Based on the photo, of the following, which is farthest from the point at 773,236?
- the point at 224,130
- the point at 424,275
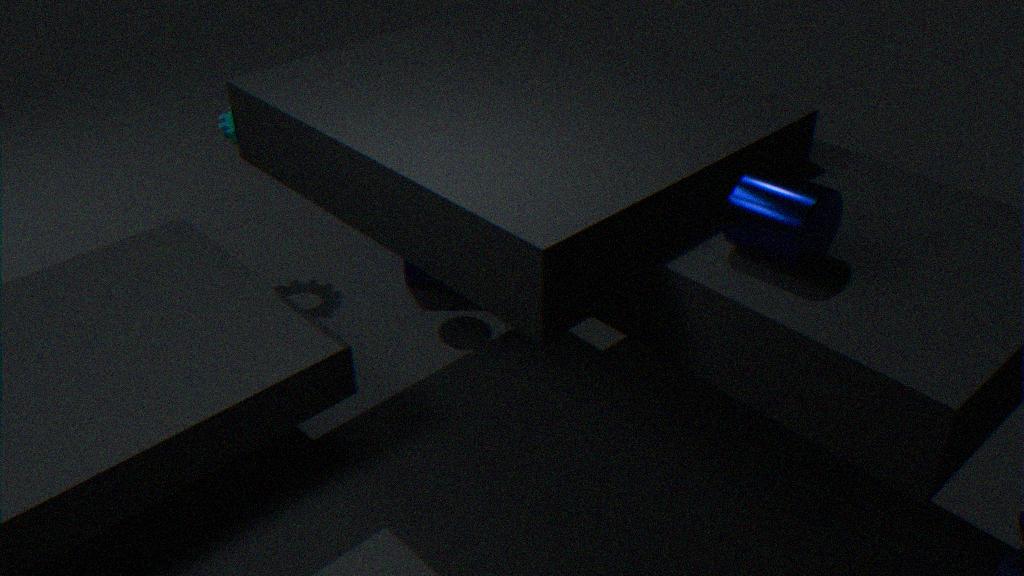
the point at 224,130
